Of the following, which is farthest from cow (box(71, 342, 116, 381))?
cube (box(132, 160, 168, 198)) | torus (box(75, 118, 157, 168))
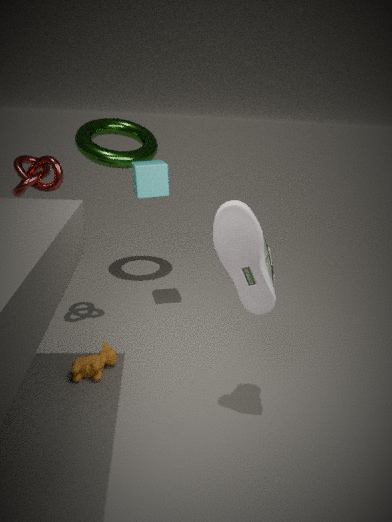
torus (box(75, 118, 157, 168))
